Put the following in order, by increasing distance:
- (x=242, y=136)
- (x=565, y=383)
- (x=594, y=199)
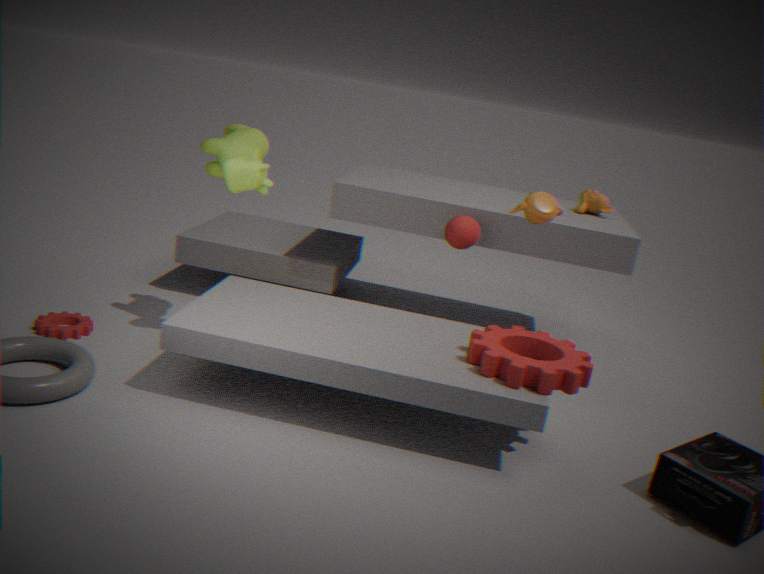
(x=565, y=383) → (x=242, y=136) → (x=594, y=199)
